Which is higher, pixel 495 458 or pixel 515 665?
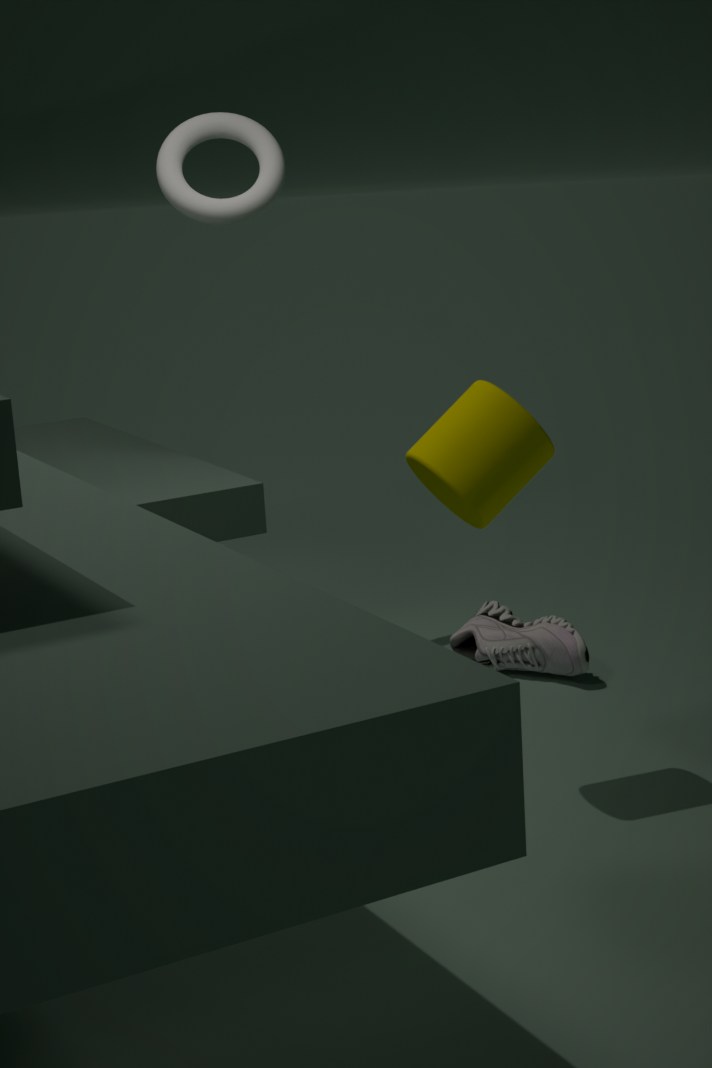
pixel 495 458
